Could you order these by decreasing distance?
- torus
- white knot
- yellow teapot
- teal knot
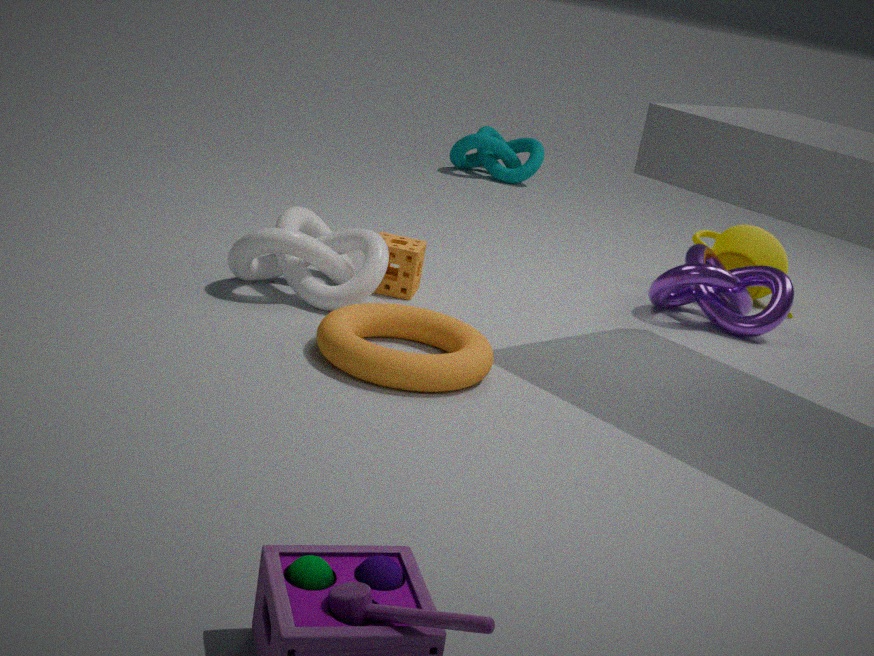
teal knot < yellow teapot < white knot < torus
